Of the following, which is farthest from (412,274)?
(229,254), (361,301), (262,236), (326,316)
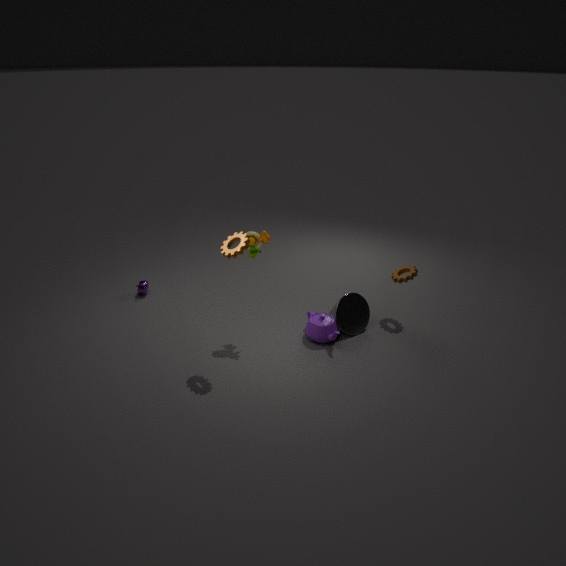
(229,254)
